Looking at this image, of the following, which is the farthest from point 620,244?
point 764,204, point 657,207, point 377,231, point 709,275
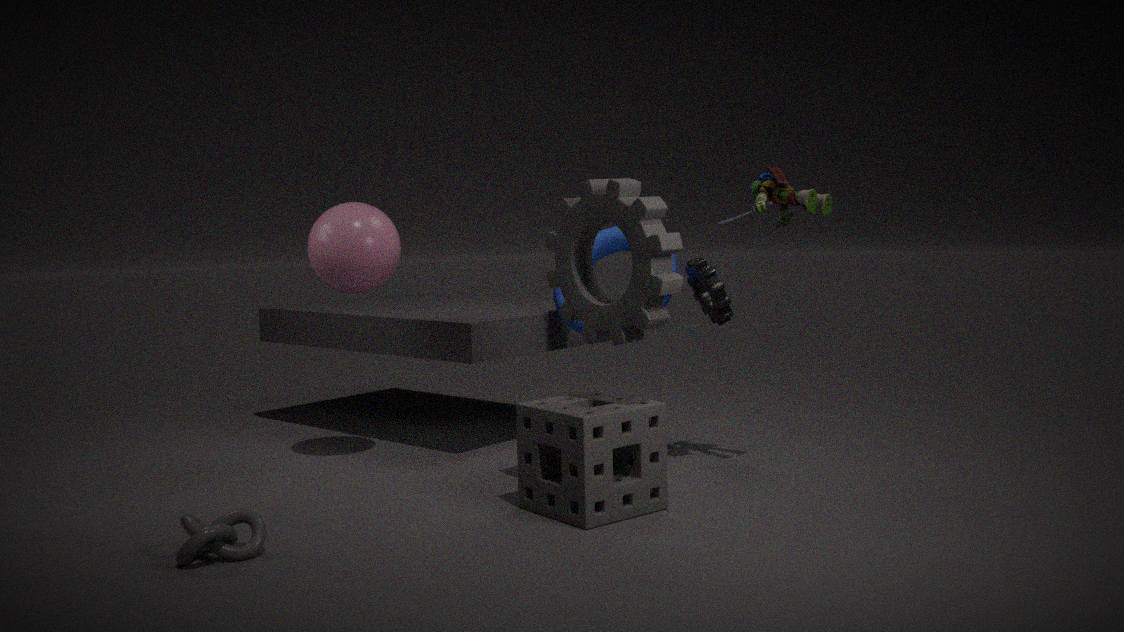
point 377,231
